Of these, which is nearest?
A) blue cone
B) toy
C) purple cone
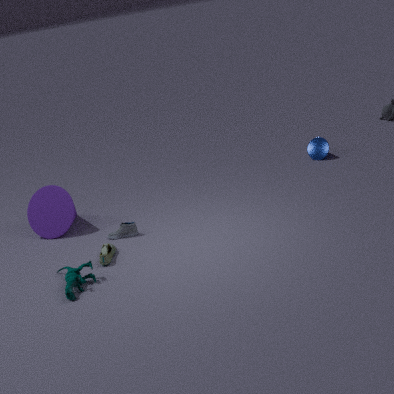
B. toy
